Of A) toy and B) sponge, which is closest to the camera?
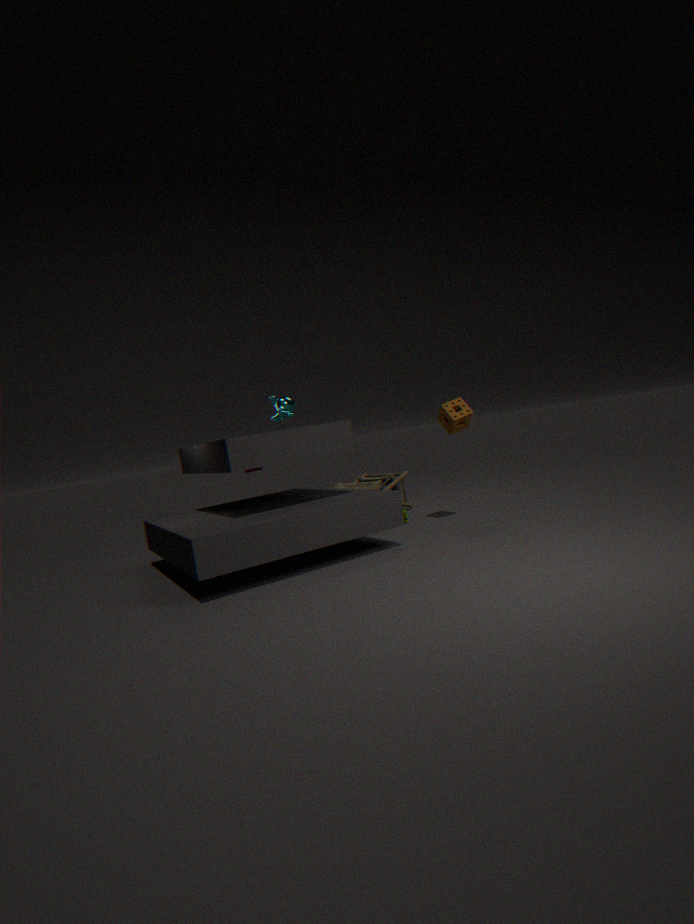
Result: B. sponge
